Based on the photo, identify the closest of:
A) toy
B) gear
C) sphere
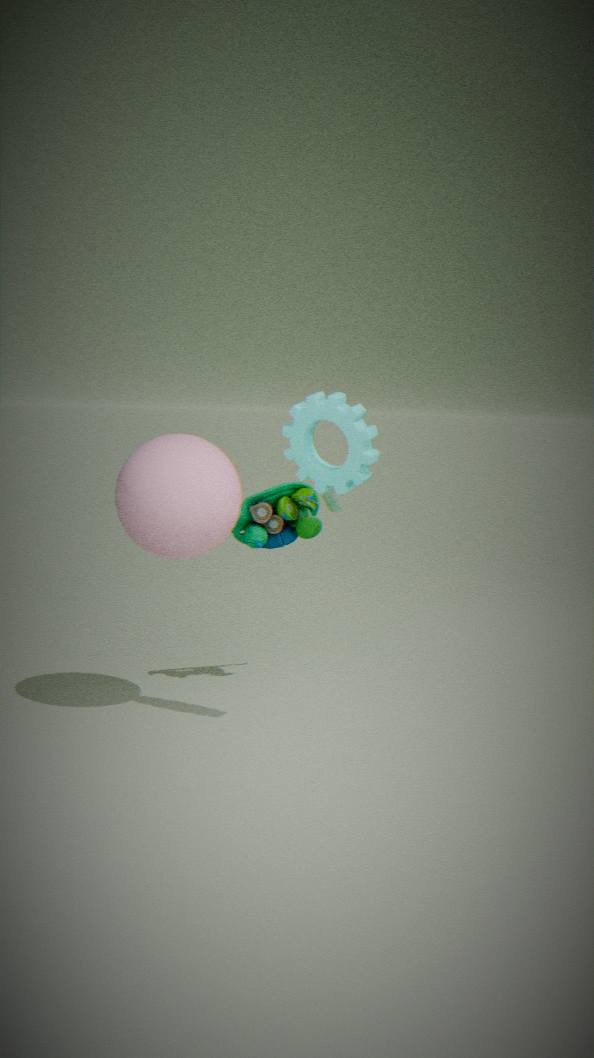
gear
